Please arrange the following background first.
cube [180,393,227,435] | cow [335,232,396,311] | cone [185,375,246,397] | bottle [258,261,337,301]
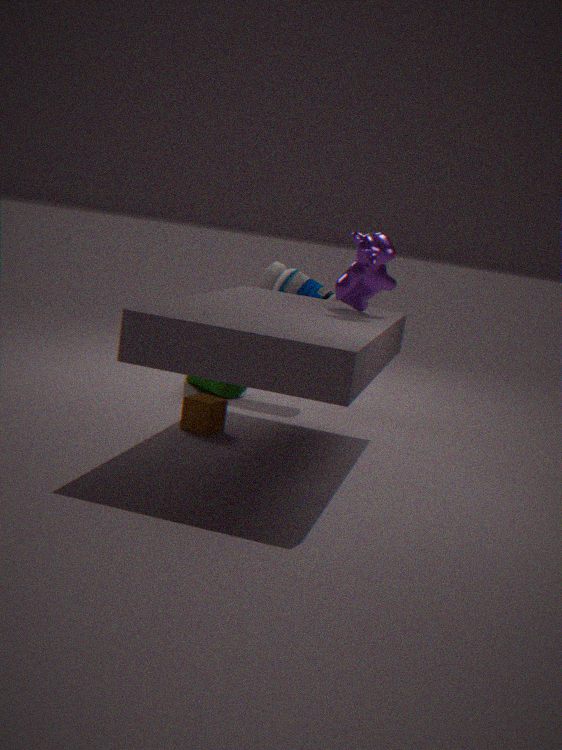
1. cone [185,375,246,397]
2. bottle [258,261,337,301]
3. cube [180,393,227,435]
4. cow [335,232,396,311]
